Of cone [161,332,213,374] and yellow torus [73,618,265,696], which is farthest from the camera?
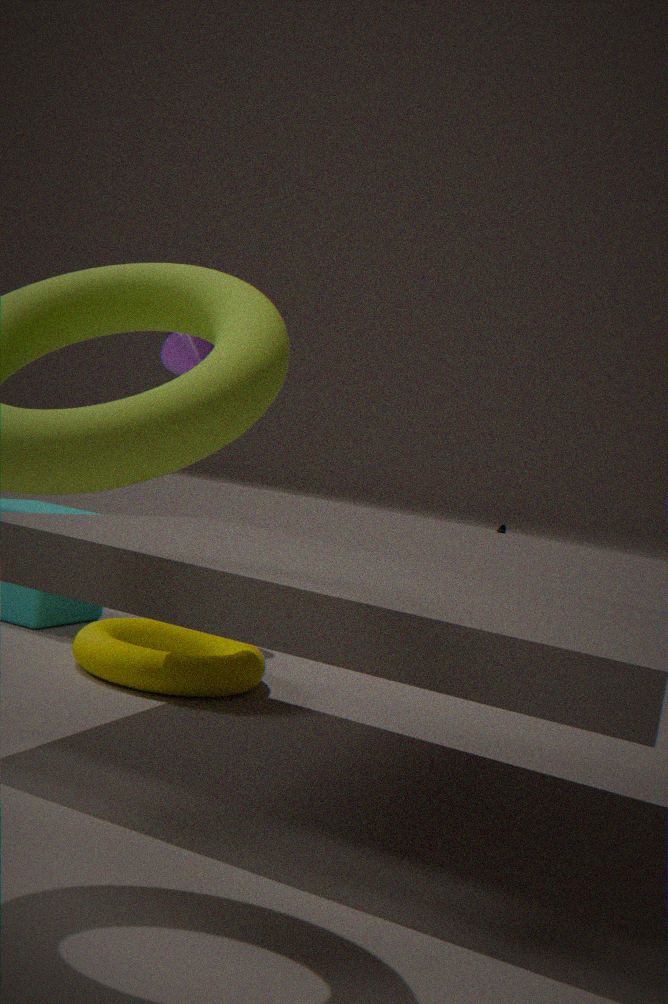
cone [161,332,213,374]
